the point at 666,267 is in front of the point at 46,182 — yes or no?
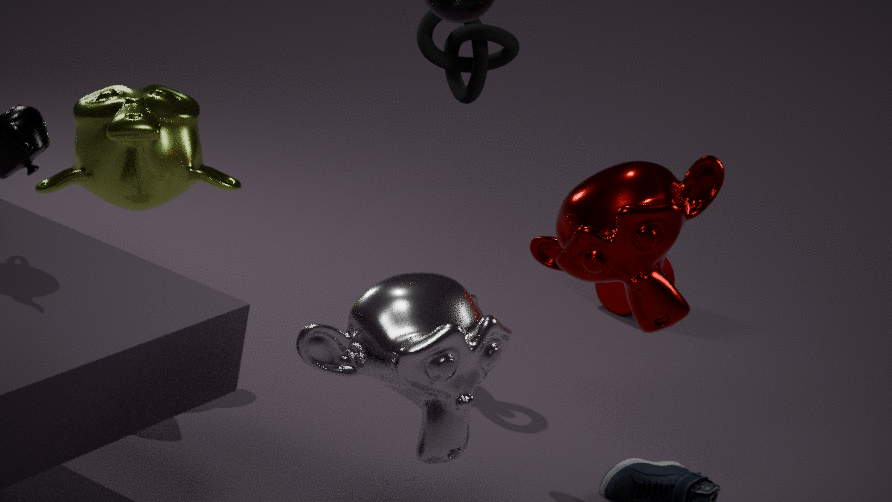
No
